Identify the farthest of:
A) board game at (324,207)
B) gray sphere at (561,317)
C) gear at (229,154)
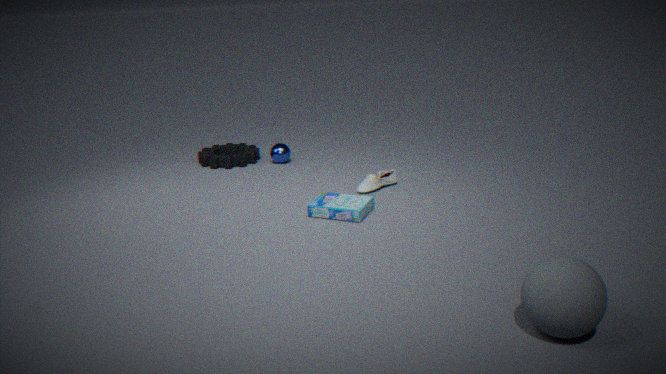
gear at (229,154)
